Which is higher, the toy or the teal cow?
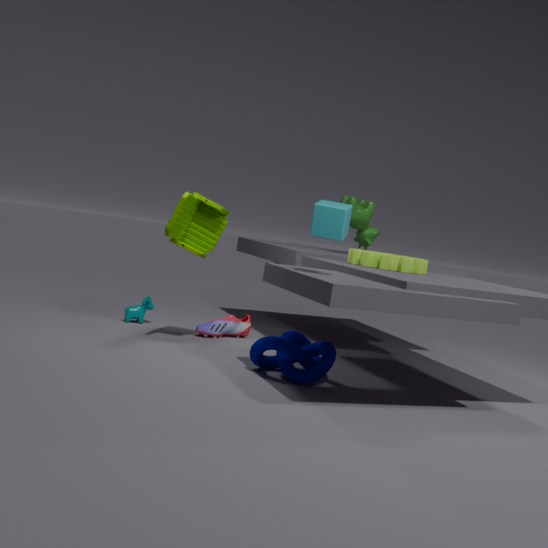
the toy
